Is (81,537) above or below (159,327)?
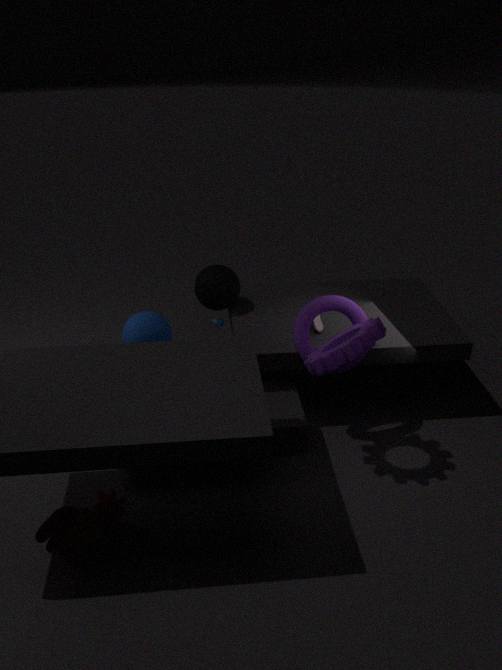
below
